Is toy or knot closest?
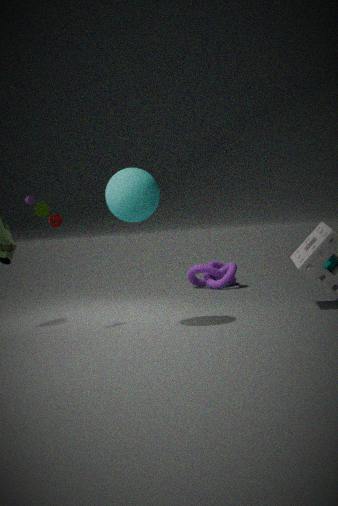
toy
